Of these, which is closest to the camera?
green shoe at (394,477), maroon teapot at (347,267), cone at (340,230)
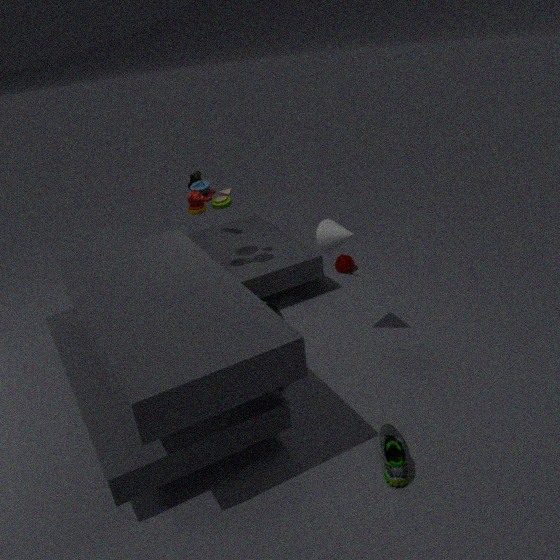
green shoe at (394,477)
